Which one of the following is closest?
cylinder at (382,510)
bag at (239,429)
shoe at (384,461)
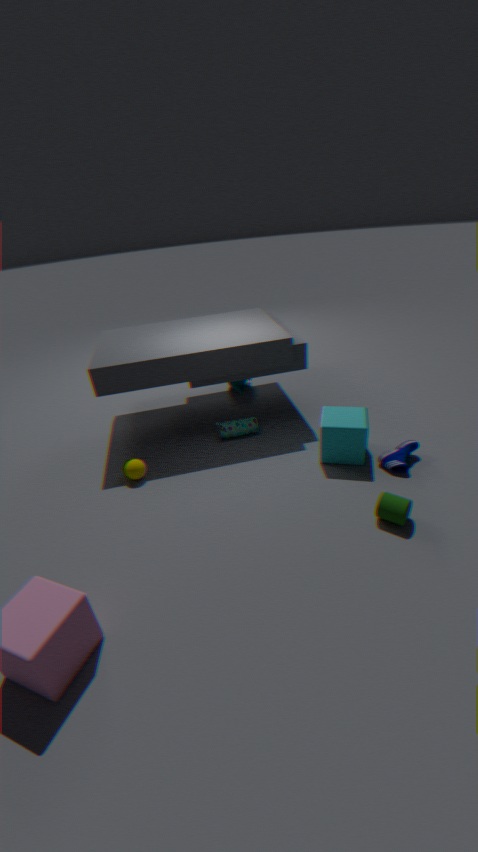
cylinder at (382,510)
